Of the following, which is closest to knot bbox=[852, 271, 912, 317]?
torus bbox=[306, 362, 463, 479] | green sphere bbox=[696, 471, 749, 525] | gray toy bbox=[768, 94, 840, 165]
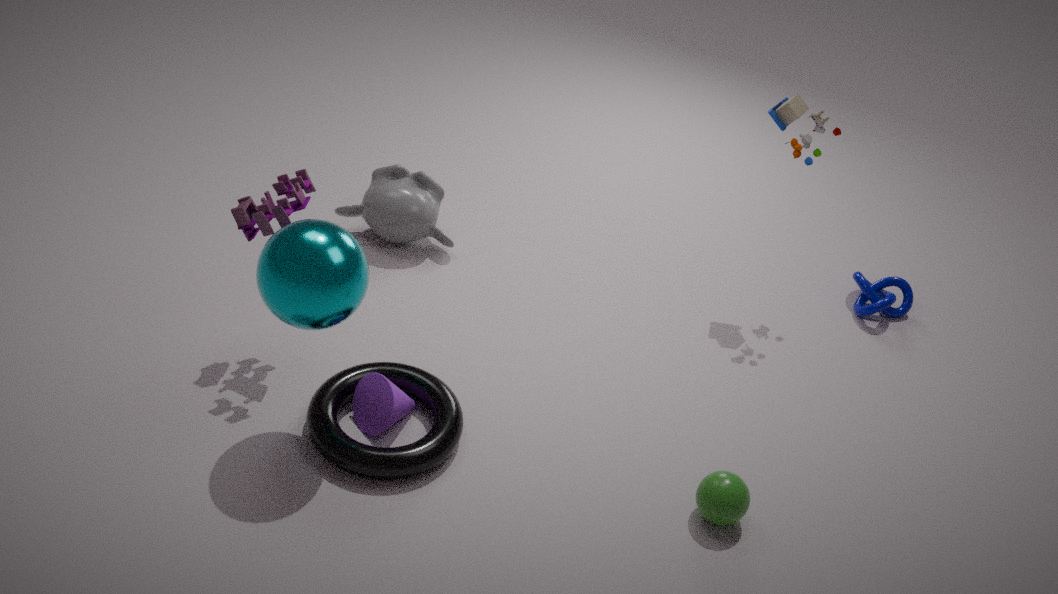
gray toy bbox=[768, 94, 840, 165]
